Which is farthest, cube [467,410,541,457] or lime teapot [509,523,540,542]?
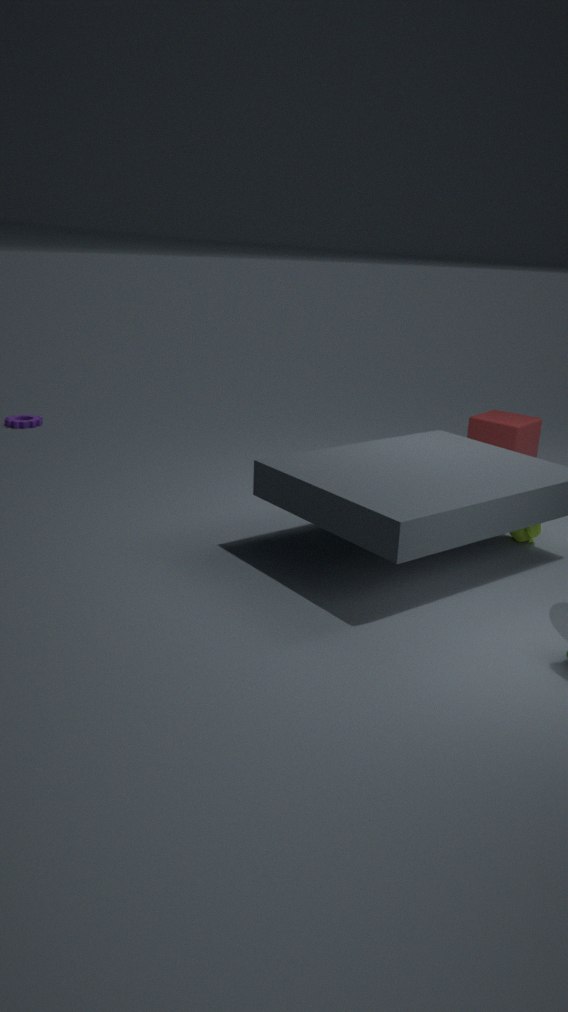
cube [467,410,541,457]
